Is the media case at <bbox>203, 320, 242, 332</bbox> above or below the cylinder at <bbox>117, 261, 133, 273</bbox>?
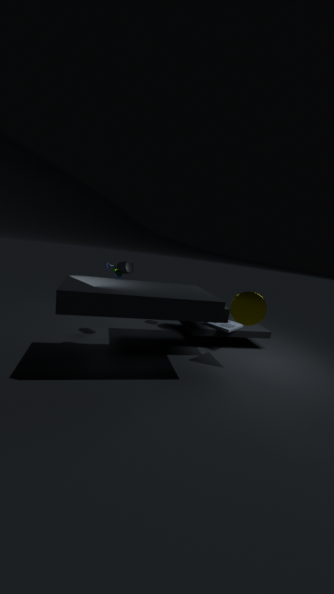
below
